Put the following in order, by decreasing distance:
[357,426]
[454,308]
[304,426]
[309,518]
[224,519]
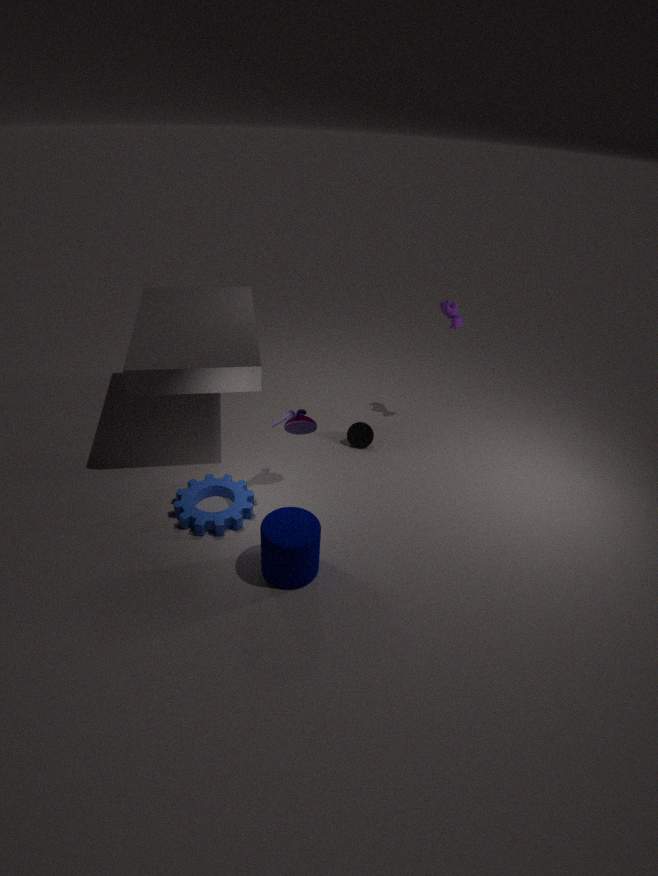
[357,426] → [454,308] → [304,426] → [224,519] → [309,518]
